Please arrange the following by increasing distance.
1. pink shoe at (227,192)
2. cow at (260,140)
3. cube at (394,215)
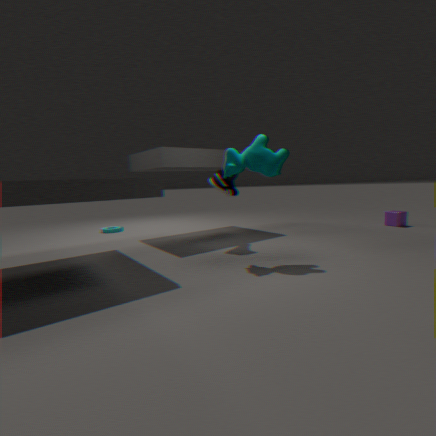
1. cow at (260,140)
2. pink shoe at (227,192)
3. cube at (394,215)
